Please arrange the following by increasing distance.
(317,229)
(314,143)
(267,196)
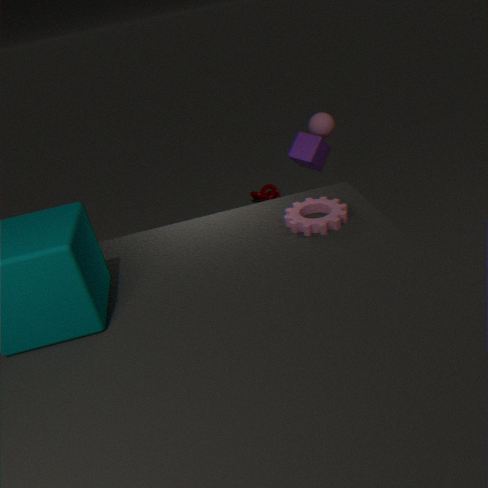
(317,229) < (314,143) < (267,196)
